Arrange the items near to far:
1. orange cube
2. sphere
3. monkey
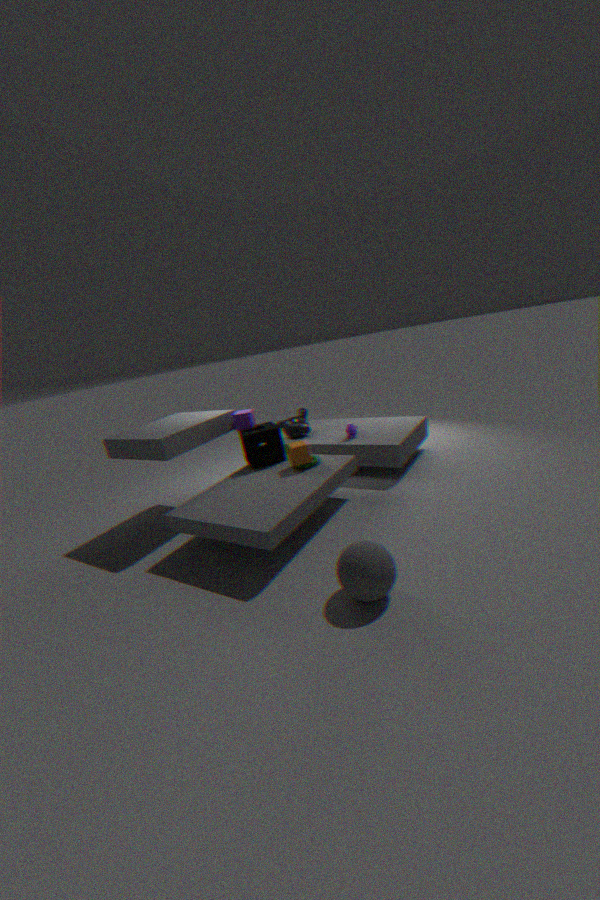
sphere < orange cube < monkey
